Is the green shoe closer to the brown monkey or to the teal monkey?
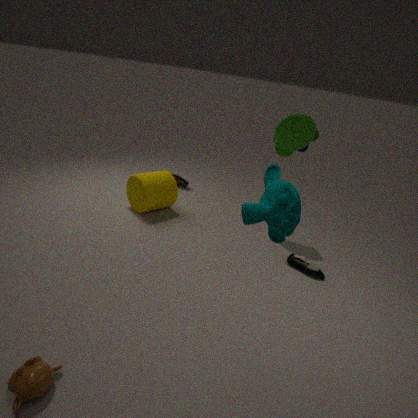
the teal monkey
